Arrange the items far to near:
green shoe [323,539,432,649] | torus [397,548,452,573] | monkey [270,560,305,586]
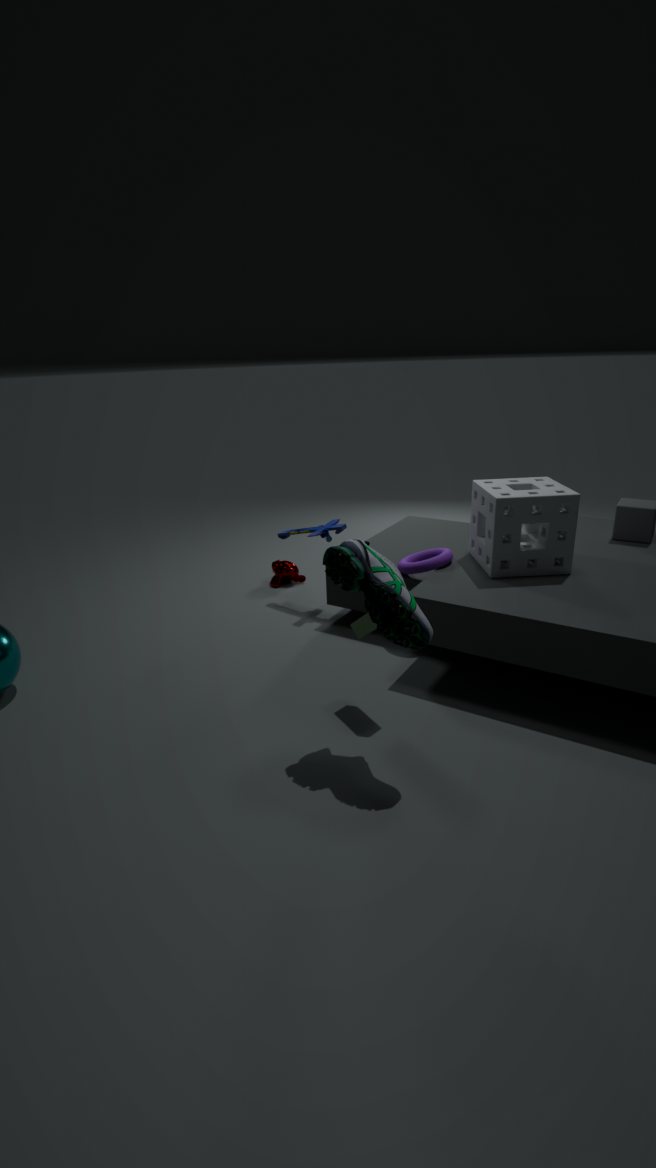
monkey [270,560,305,586] < torus [397,548,452,573] < green shoe [323,539,432,649]
